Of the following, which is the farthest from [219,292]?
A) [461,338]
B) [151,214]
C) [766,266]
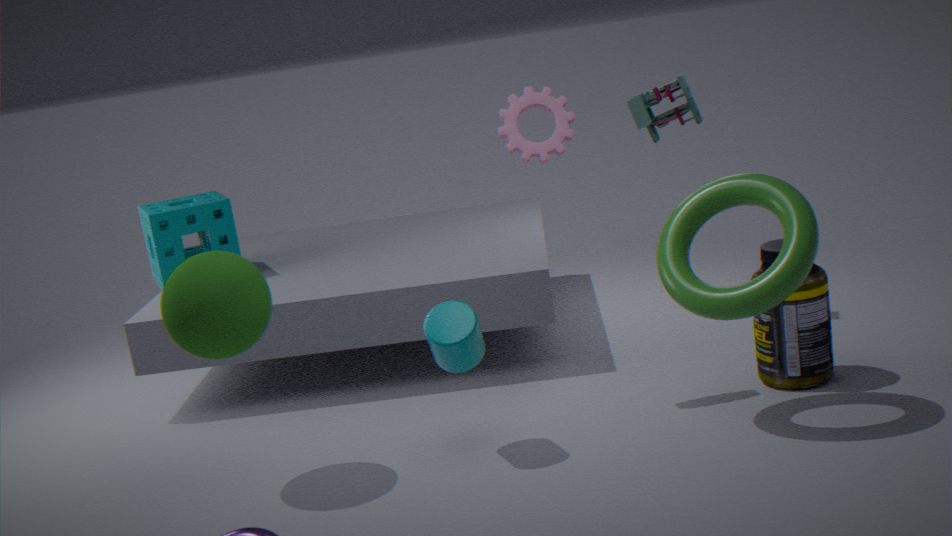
[766,266]
